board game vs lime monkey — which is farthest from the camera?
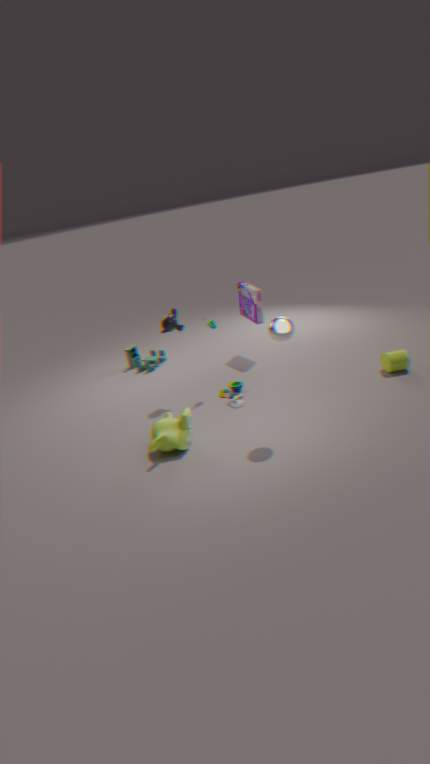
board game
